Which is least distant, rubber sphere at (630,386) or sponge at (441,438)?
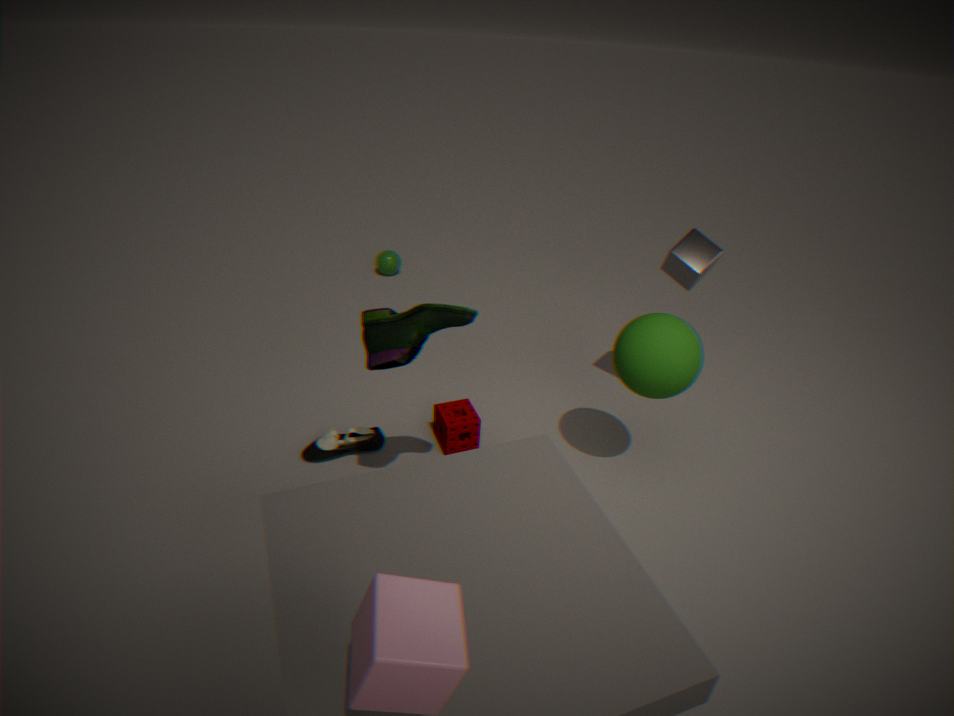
rubber sphere at (630,386)
